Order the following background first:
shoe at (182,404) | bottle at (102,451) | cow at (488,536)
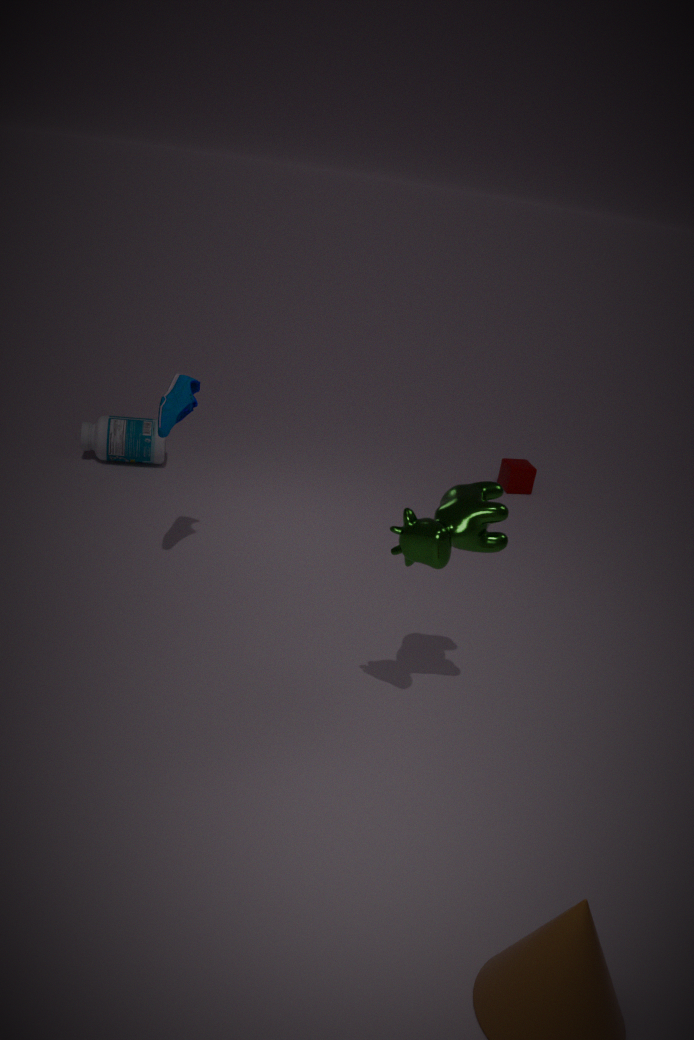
bottle at (102,451) → shoe at (182,404) → cow at (488,536)
